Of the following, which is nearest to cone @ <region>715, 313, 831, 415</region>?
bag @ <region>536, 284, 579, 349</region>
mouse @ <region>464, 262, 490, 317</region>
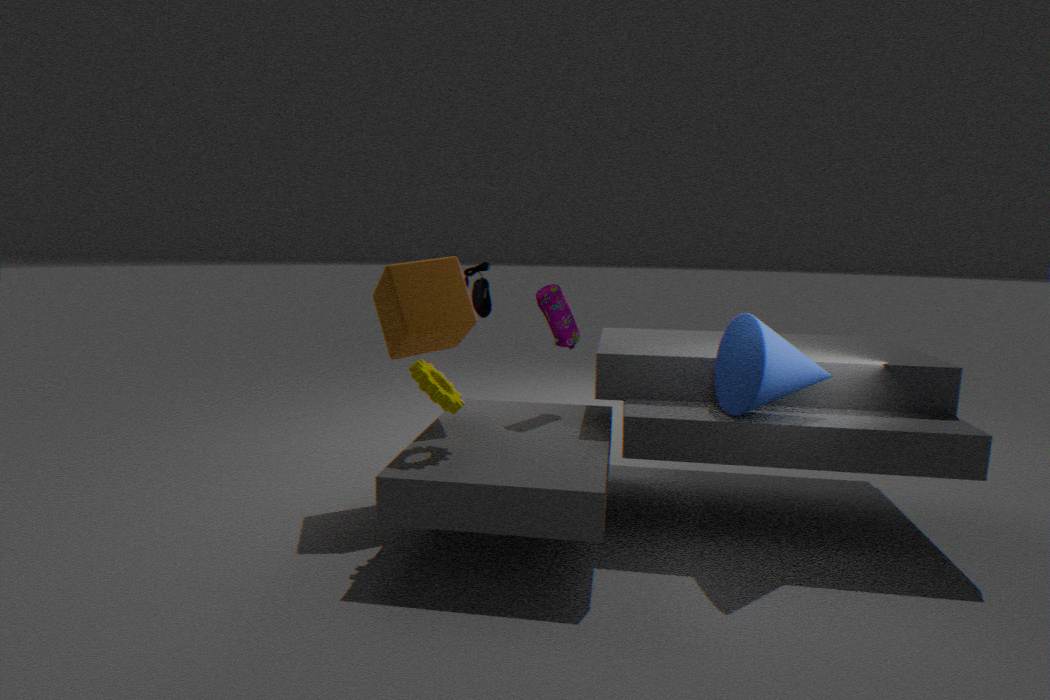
bag @ <region>536, 284, 579, 349</region>
